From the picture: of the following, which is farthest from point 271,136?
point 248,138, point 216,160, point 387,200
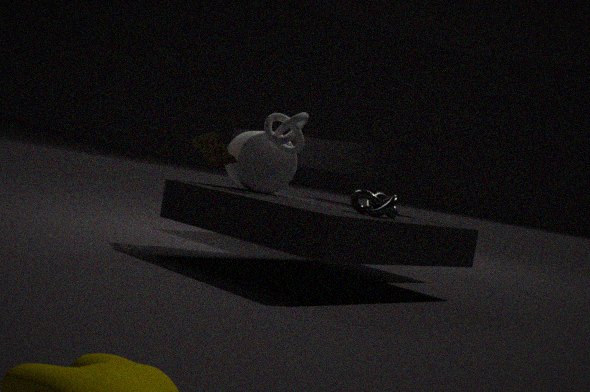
point 387,200
